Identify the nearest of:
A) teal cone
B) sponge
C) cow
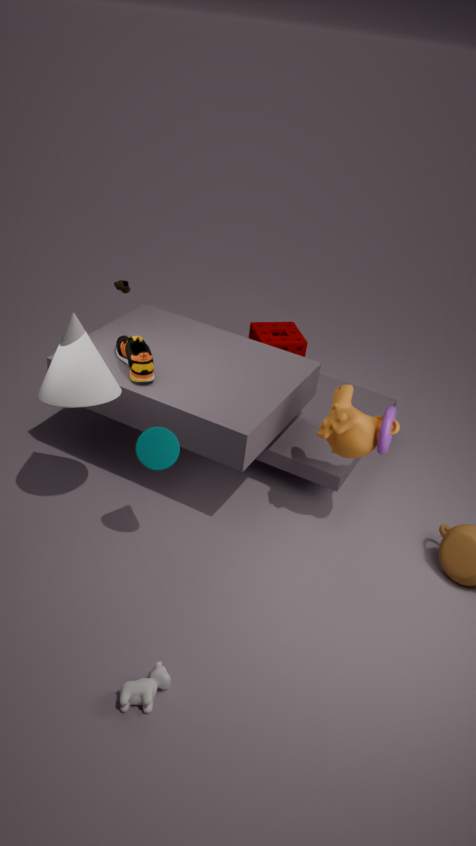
cow
